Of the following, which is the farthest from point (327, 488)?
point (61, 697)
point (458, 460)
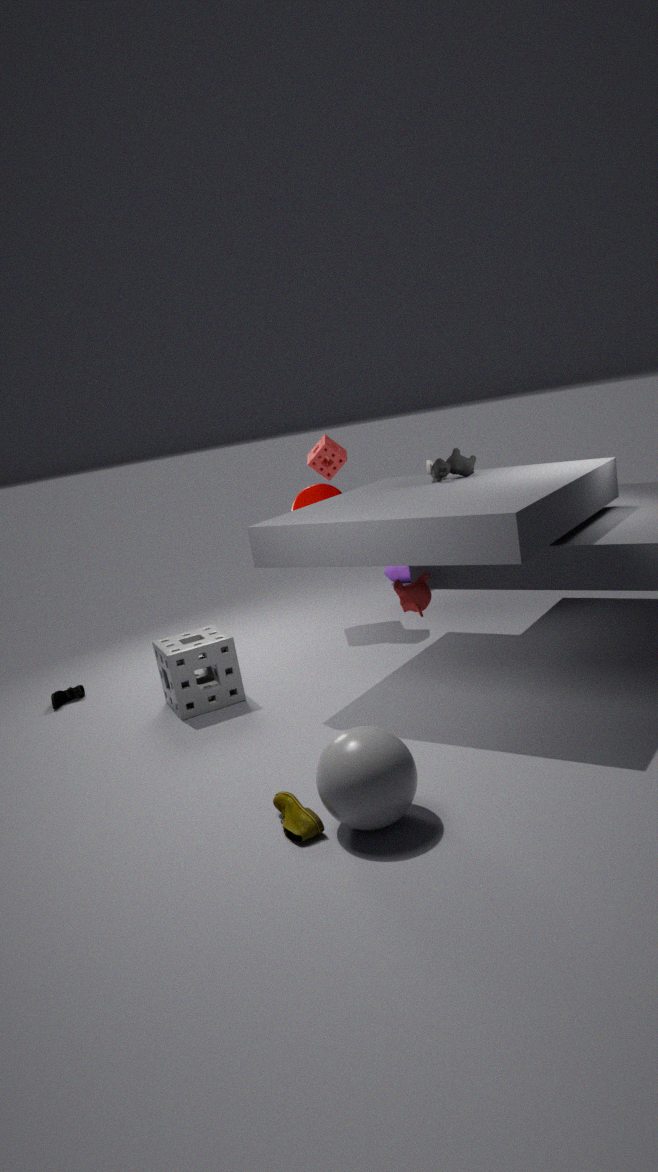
point (61, 697)
